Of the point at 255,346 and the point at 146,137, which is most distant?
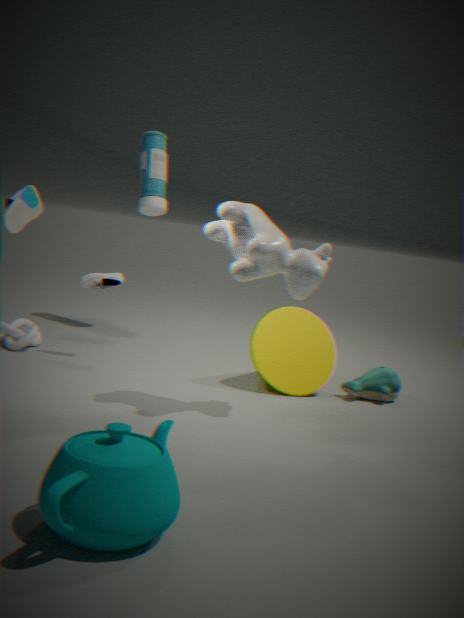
the point at 146,137
